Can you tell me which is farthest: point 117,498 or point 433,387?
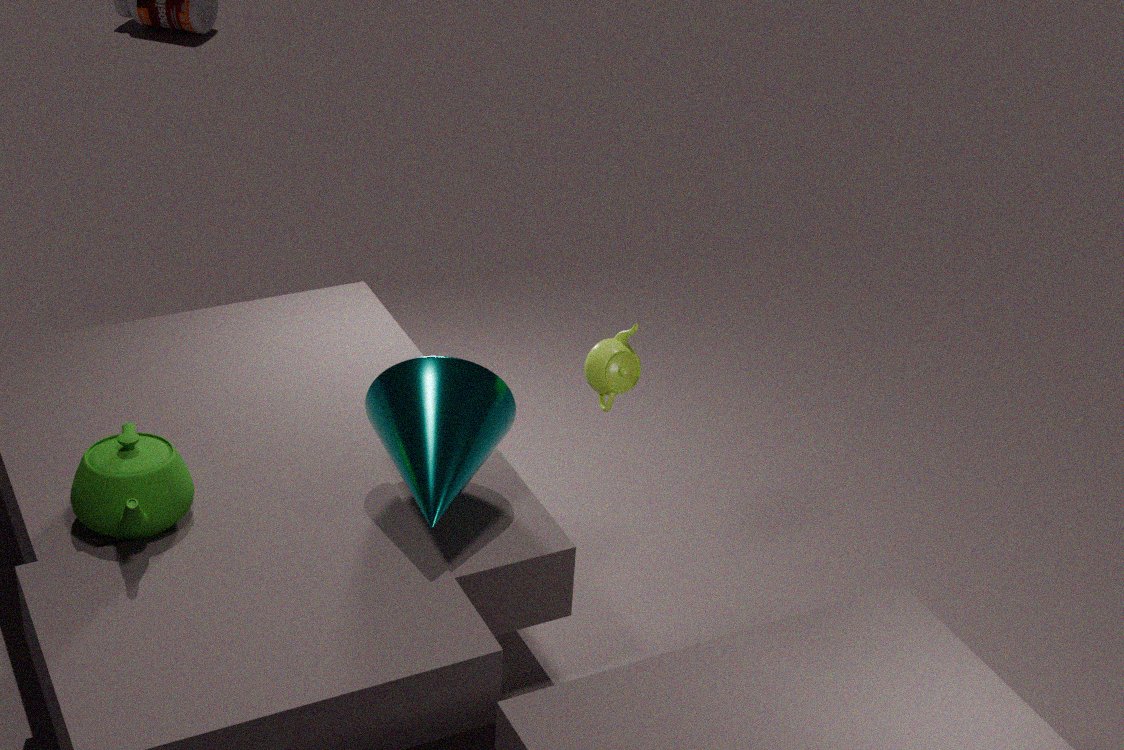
point 433,387
